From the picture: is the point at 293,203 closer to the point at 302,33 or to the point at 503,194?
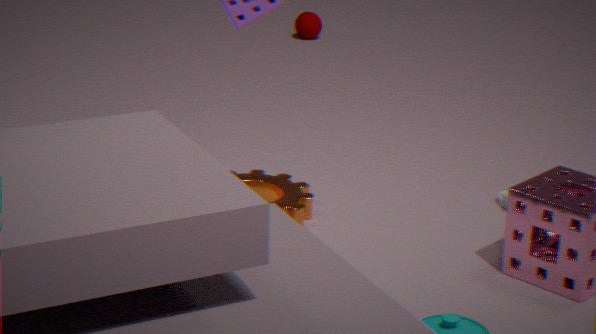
the point at 503,194
